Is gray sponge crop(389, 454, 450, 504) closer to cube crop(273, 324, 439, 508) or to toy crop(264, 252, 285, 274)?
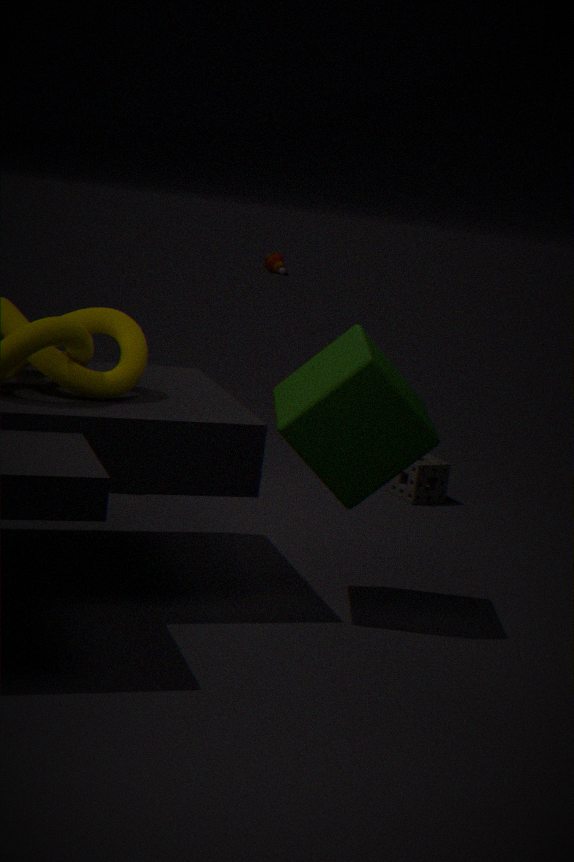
cube crop(273, 324, 439, 508)
